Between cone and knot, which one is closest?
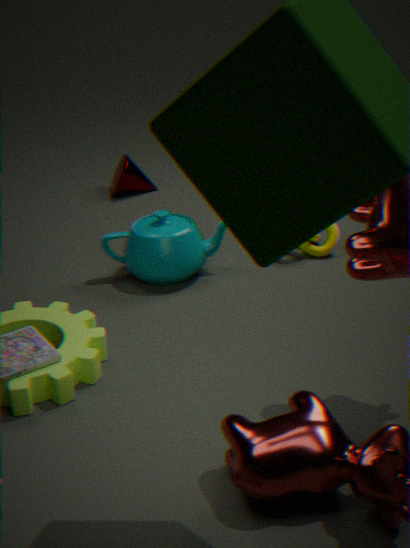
knot
